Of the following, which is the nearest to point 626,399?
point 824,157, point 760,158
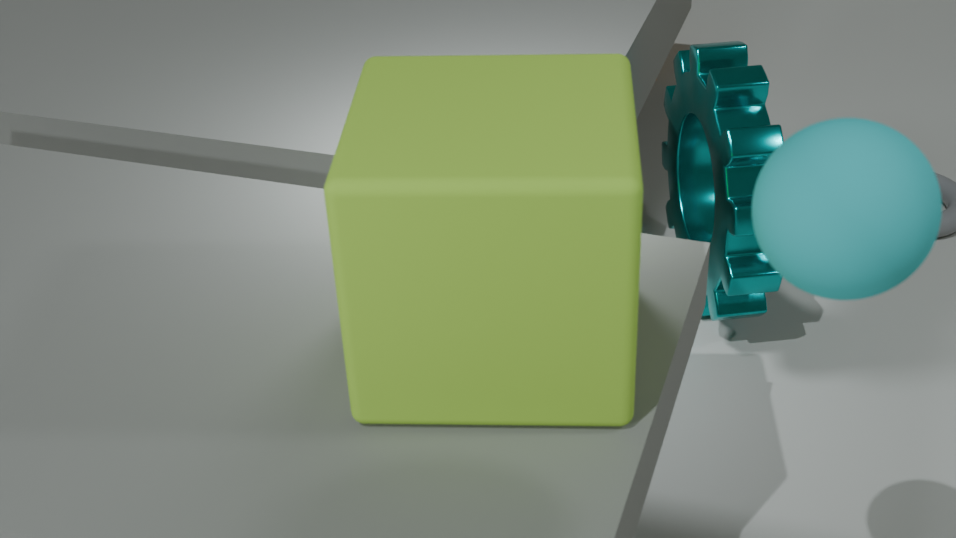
point 824,157
